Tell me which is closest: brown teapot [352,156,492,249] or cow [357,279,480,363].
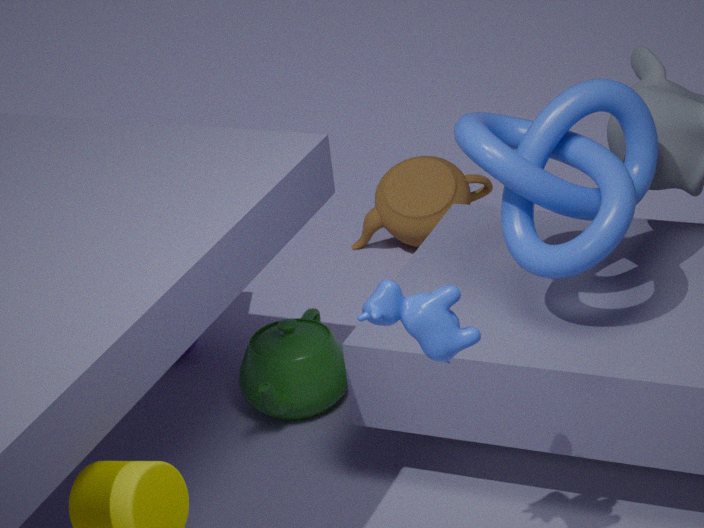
cow [357,279,480,363]
